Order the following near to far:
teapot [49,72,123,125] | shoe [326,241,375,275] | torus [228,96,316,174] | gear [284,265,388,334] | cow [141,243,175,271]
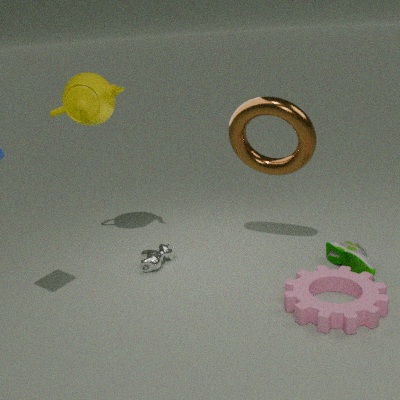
gear [284,265,388,334] < torus [228,96,316,174] < shoe [326,241,375,275] < teapot [49,72,123,125] < cow [141,243,175,271]
